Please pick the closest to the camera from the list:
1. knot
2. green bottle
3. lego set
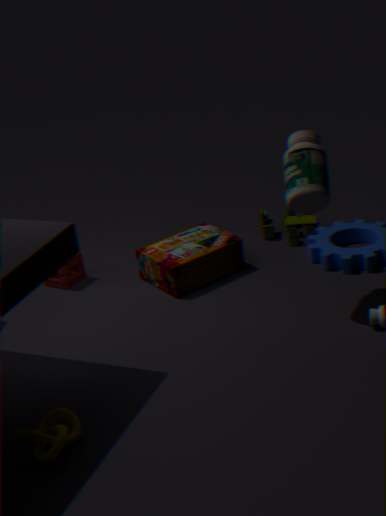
knot
